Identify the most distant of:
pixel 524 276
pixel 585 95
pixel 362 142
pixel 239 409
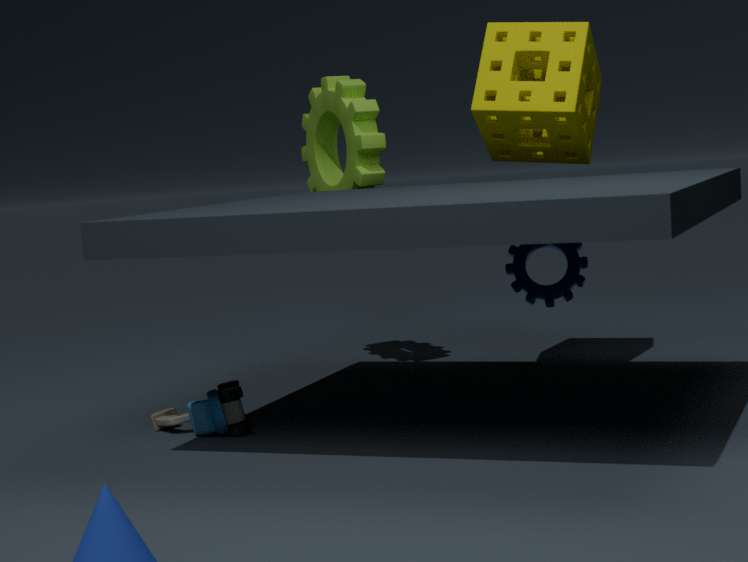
pixel 362 142
